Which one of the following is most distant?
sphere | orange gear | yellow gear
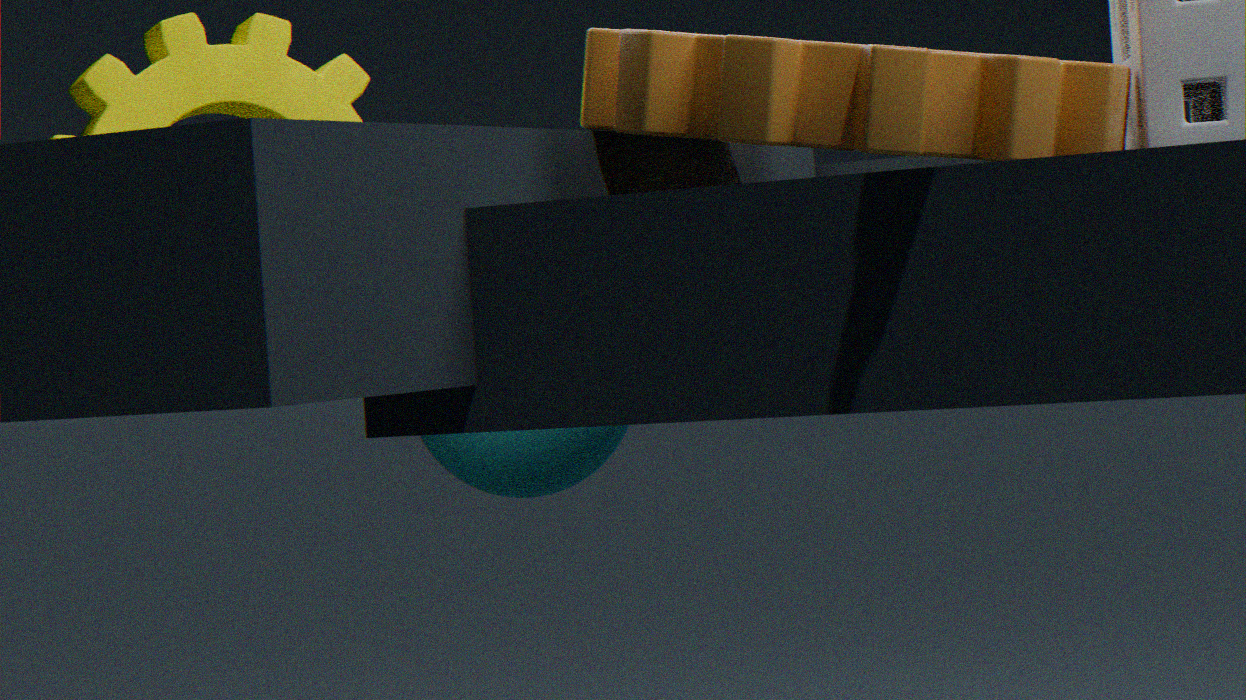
sphere
